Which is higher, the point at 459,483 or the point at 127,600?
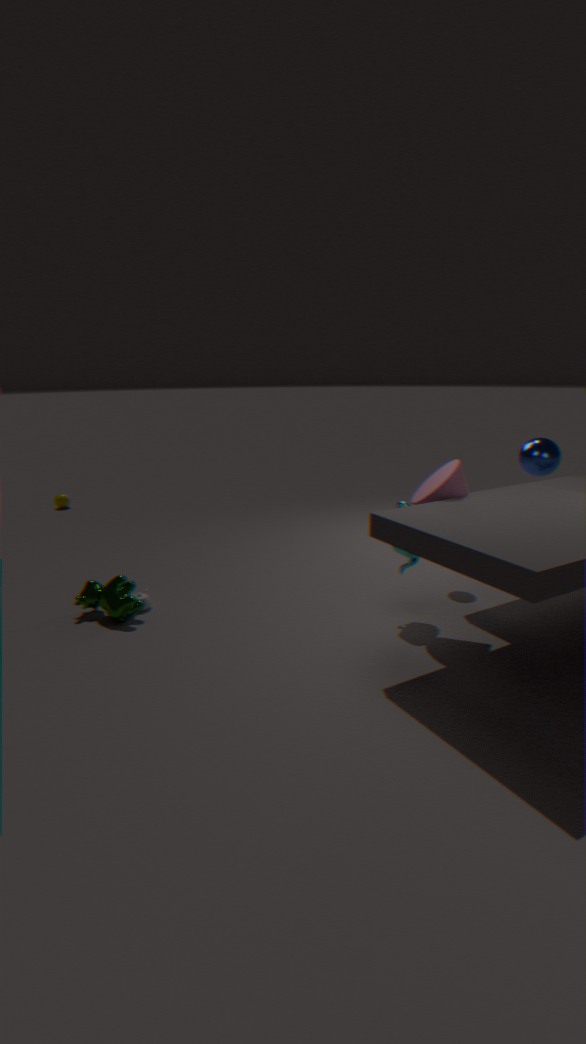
the point at 459,483
